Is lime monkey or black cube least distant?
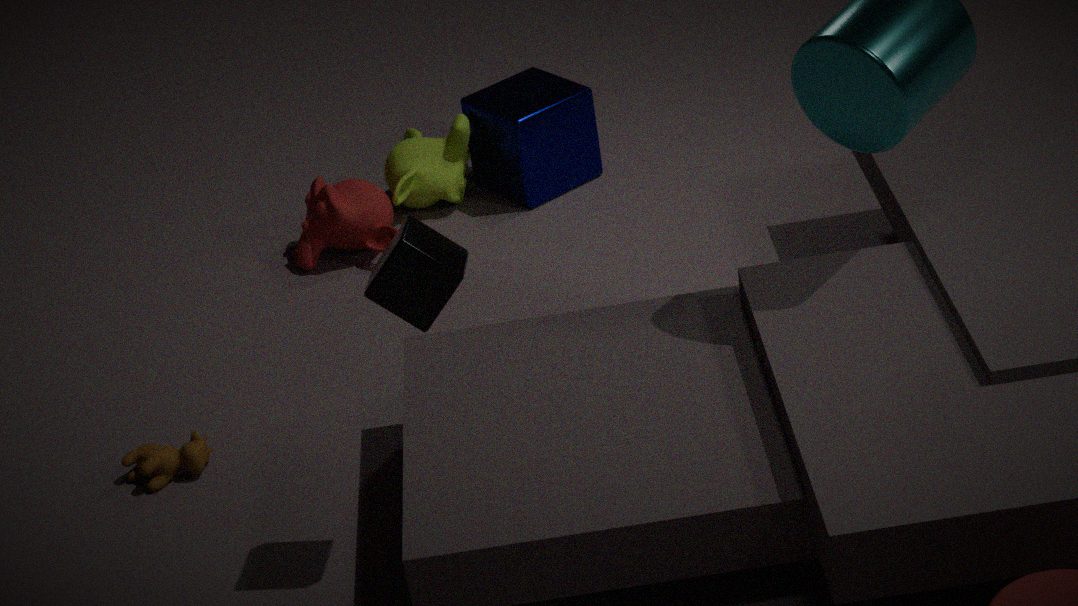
black cube
